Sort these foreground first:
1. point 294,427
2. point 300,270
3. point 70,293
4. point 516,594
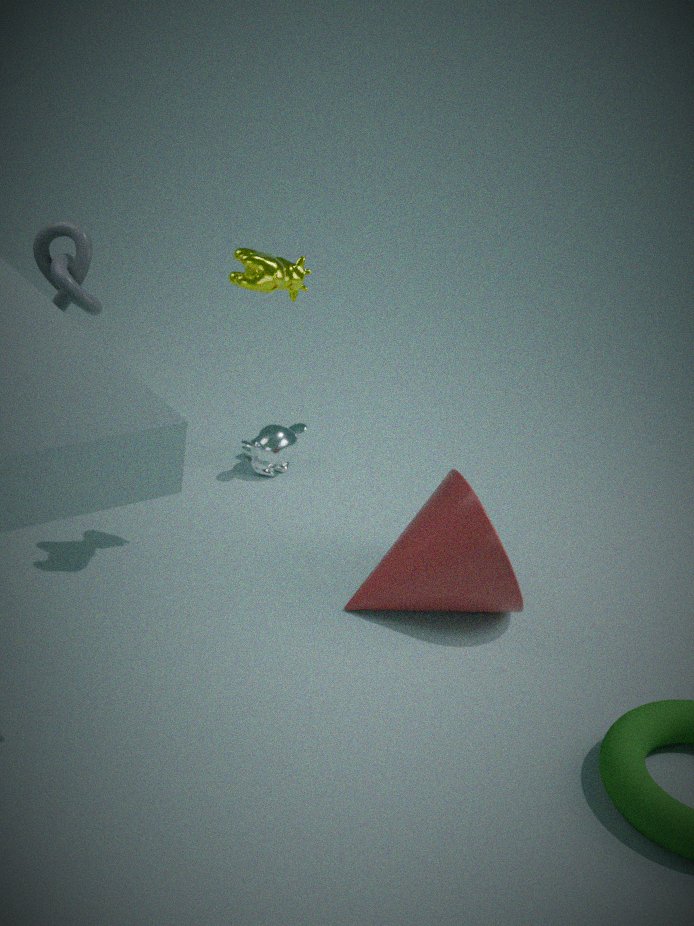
1. point 70,293
2. point 300,270
3. point 516,594
4. point 294,427
